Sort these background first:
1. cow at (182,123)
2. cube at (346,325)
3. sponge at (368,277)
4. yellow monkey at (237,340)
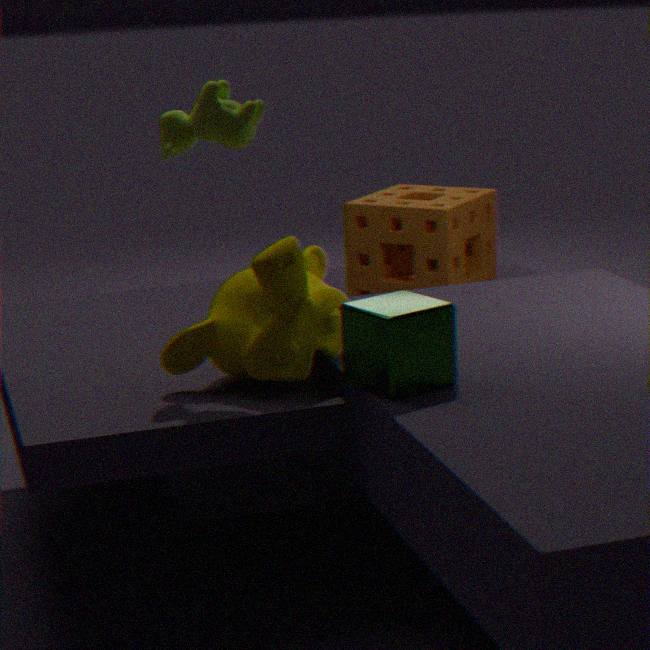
sponge at (368,277) → cow at (182,123) → yellow monkey at (237,340) → cube at (346,325)
